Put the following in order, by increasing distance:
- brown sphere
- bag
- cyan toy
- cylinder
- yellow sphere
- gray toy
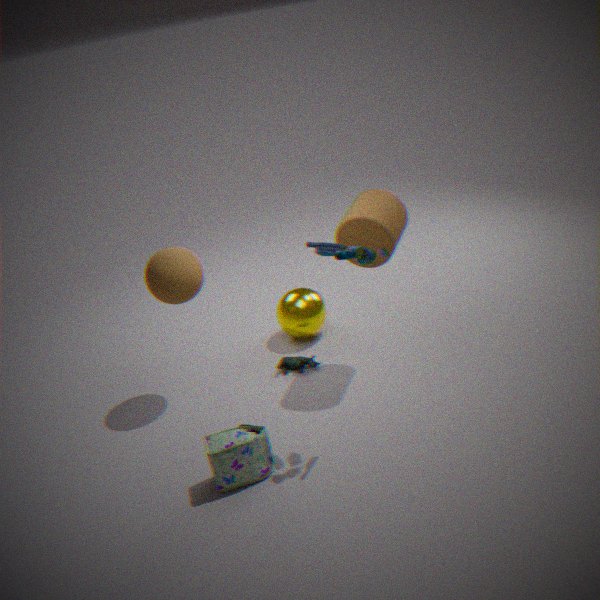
cyan toy → bag → cylinder → brown sphere → gray toy → yellow sphere
